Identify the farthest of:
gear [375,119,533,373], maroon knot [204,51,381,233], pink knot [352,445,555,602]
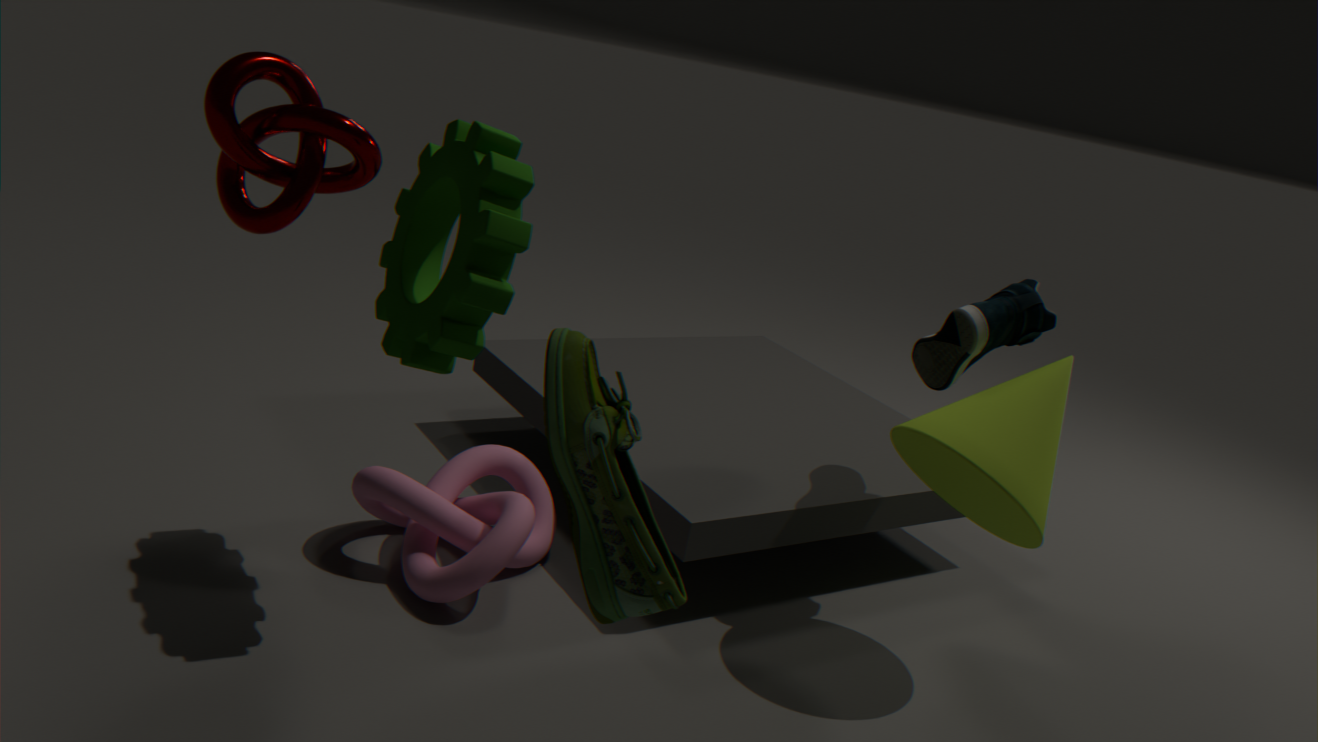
pink knot [352,445,555,602]
